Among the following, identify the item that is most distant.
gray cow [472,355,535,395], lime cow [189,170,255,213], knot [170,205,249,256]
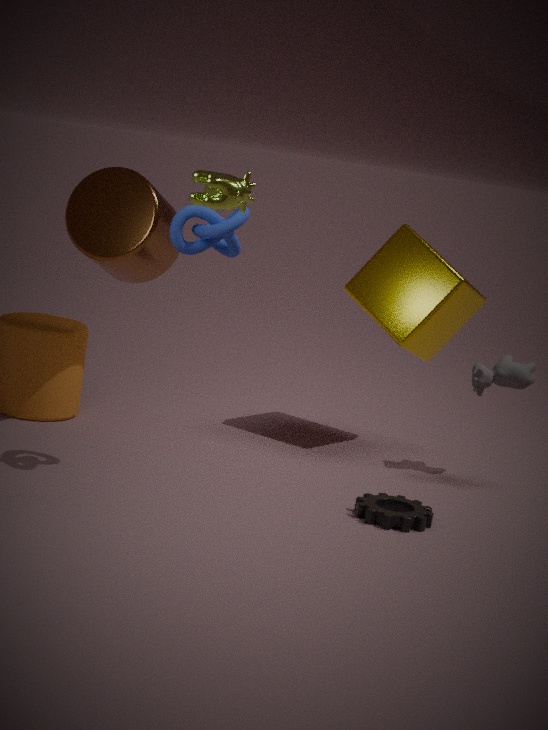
gray cow [472,355,535,395]
